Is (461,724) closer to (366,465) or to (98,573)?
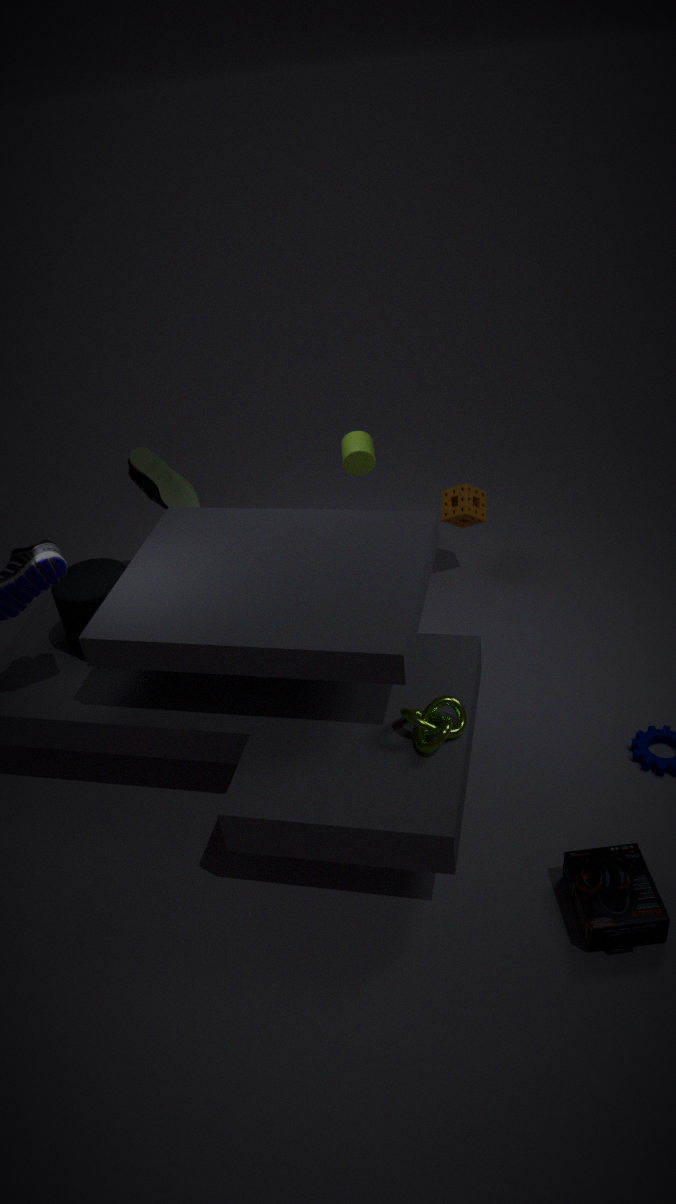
(98,573)
